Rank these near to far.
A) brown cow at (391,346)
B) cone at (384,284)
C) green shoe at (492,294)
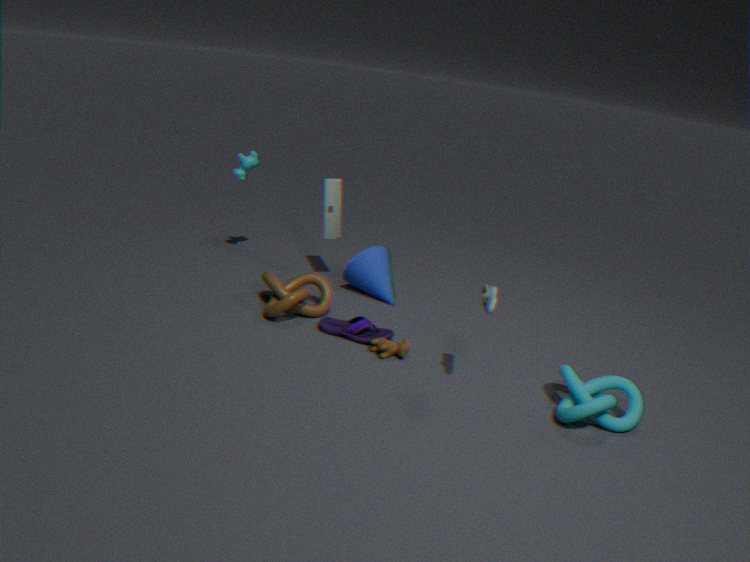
green shoe at (492,294)
brown cow at (391,346)
cone at (384,284)
